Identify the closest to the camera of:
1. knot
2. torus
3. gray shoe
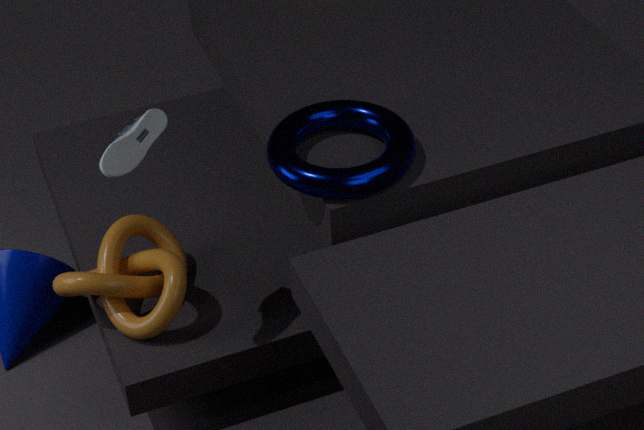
gray shoe
